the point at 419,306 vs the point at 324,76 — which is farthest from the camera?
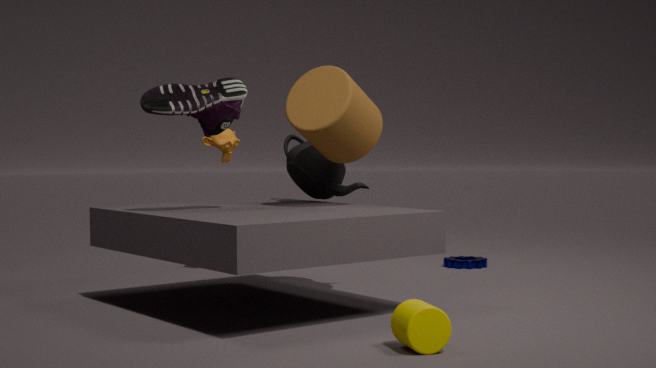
the point at 324,76
